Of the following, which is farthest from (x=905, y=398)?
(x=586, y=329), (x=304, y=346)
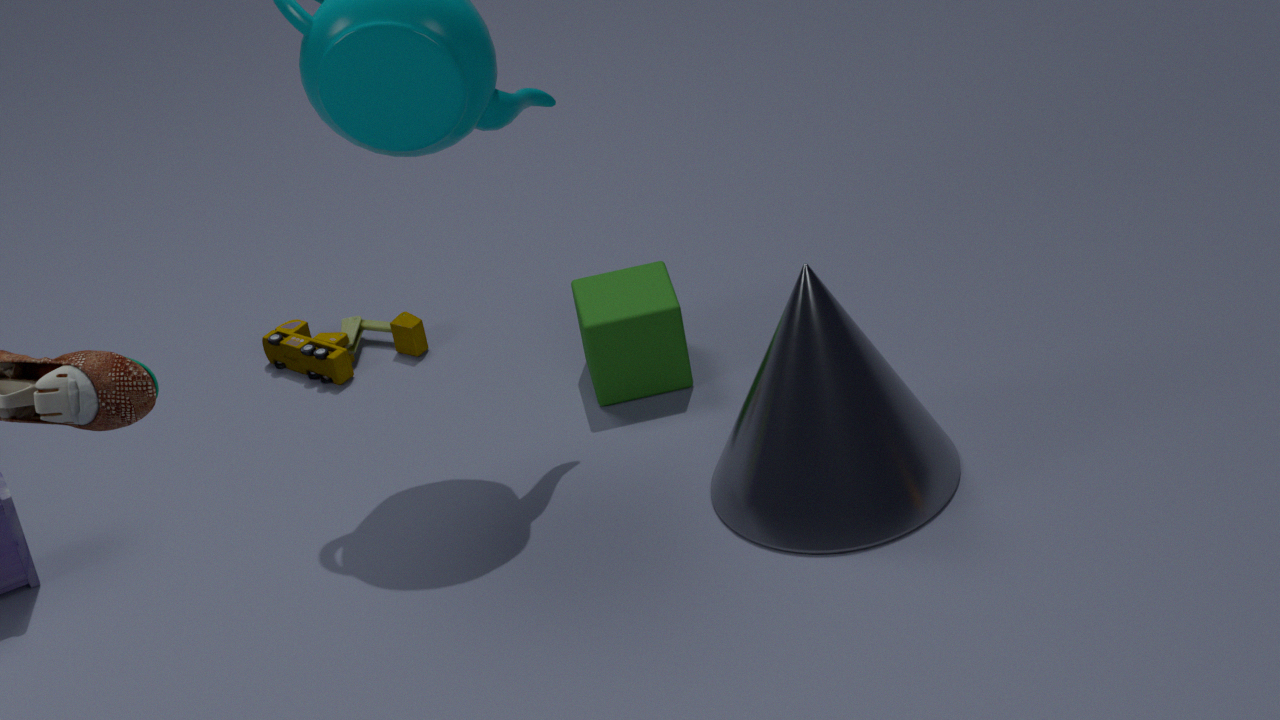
(x=304, y=346)
